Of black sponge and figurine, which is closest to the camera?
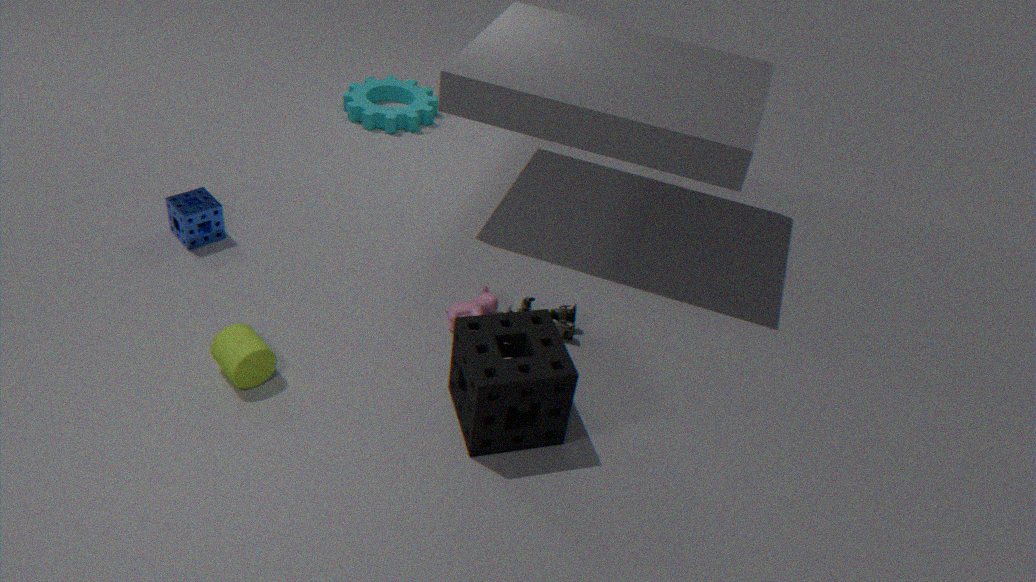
black sponge
